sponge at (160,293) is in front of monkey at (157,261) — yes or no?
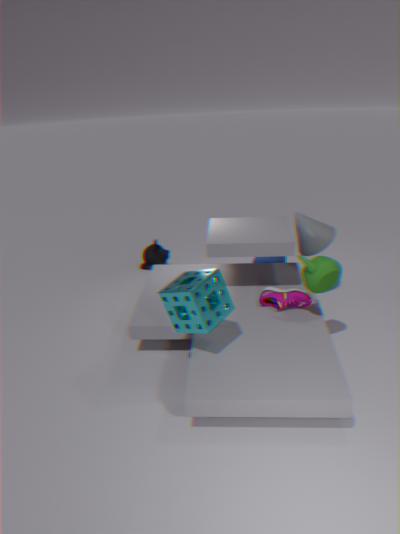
Yes
